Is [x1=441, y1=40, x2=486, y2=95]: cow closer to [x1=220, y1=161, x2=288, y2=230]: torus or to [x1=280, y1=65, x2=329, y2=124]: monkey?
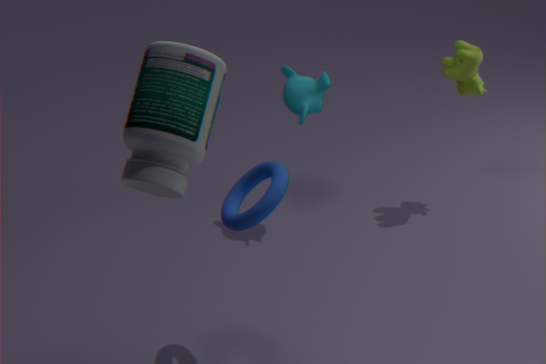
[x1=280, y1=65, x2=329, y2=124]: monkey
